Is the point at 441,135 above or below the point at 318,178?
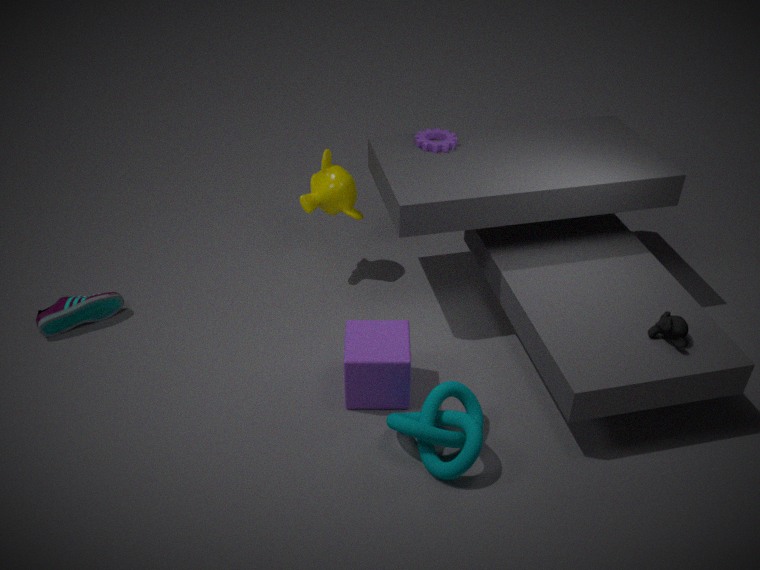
above
